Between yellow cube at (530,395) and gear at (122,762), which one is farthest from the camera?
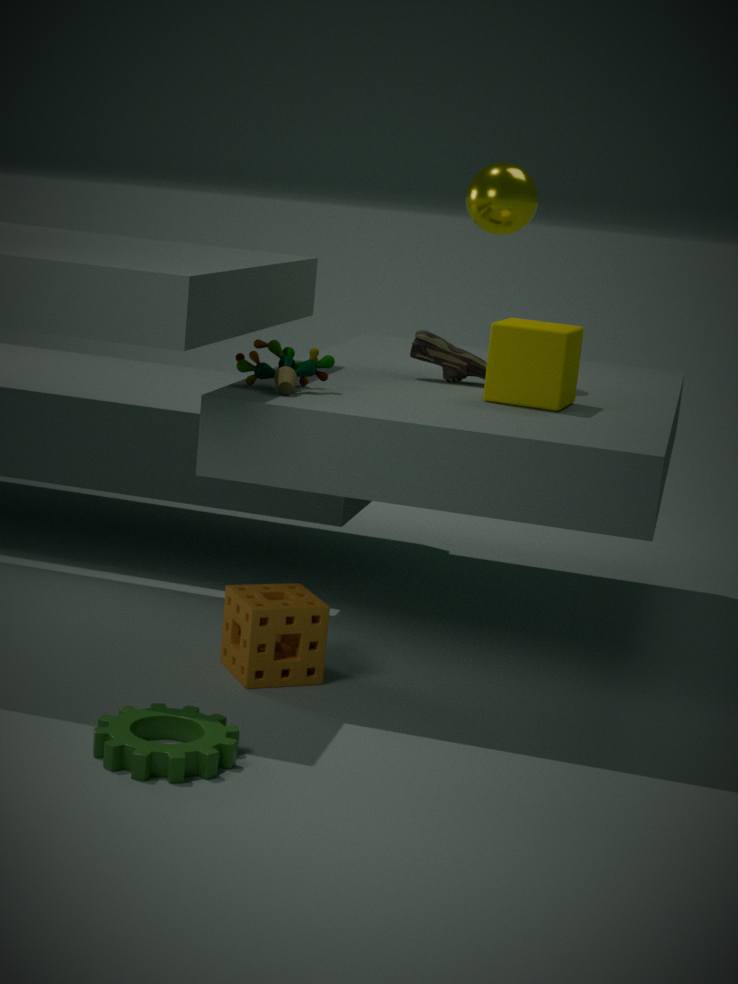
yellow cube at (530,395)
